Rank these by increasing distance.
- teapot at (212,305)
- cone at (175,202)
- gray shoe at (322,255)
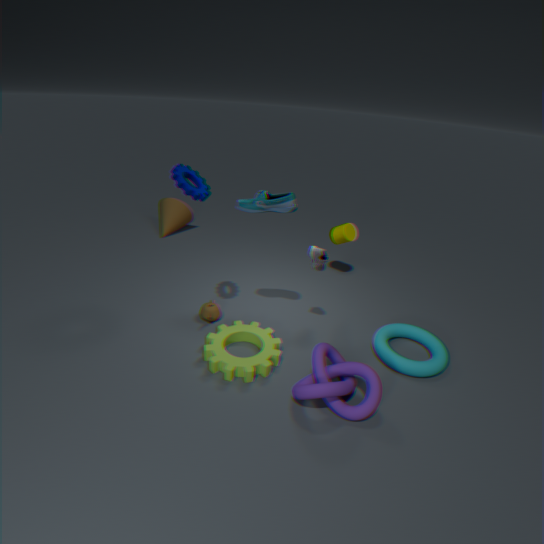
1. gray shoe at (322,255)
2. teapot at (212,305)
3. cone at (175,202)
